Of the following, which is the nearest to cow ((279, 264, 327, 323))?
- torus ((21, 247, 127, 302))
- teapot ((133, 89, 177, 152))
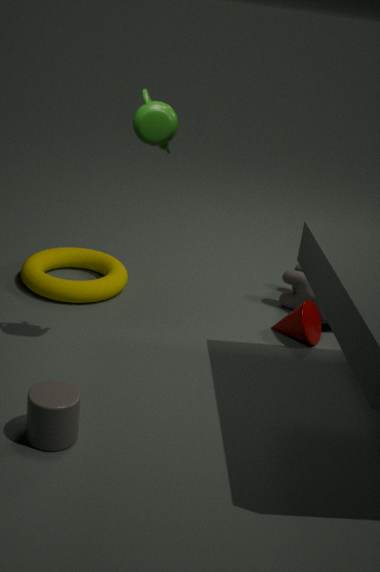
torus ((21, 247, 127, 302))
